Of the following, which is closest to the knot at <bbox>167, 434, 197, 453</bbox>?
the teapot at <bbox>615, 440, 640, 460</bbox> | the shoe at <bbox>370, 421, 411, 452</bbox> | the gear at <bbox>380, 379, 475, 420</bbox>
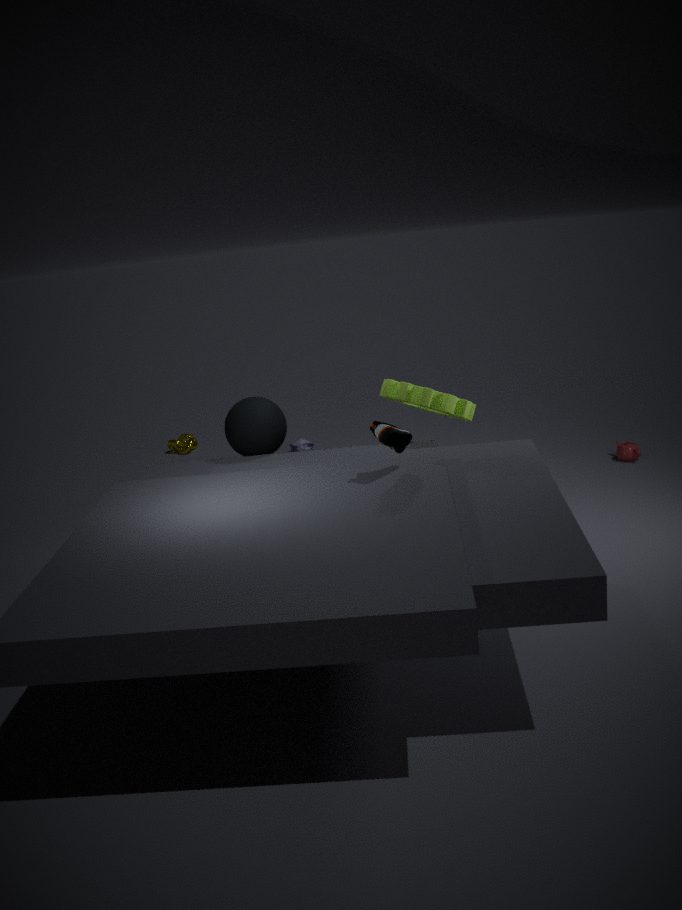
the gear at <bbox>380, 379, 475, 420</bbox>
